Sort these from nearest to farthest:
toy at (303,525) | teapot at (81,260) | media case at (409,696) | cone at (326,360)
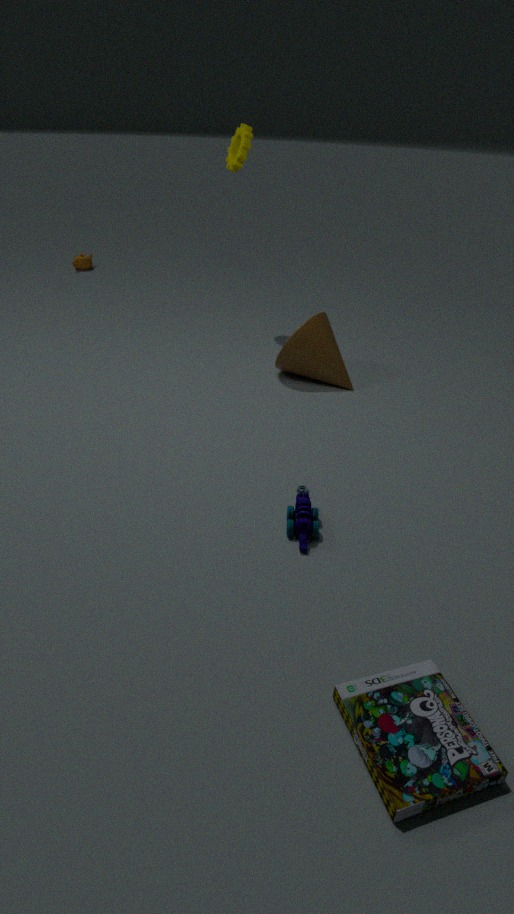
media case at (409,696) → toy at (303,525) → cone at (326,360) → teapot at (81,260)
